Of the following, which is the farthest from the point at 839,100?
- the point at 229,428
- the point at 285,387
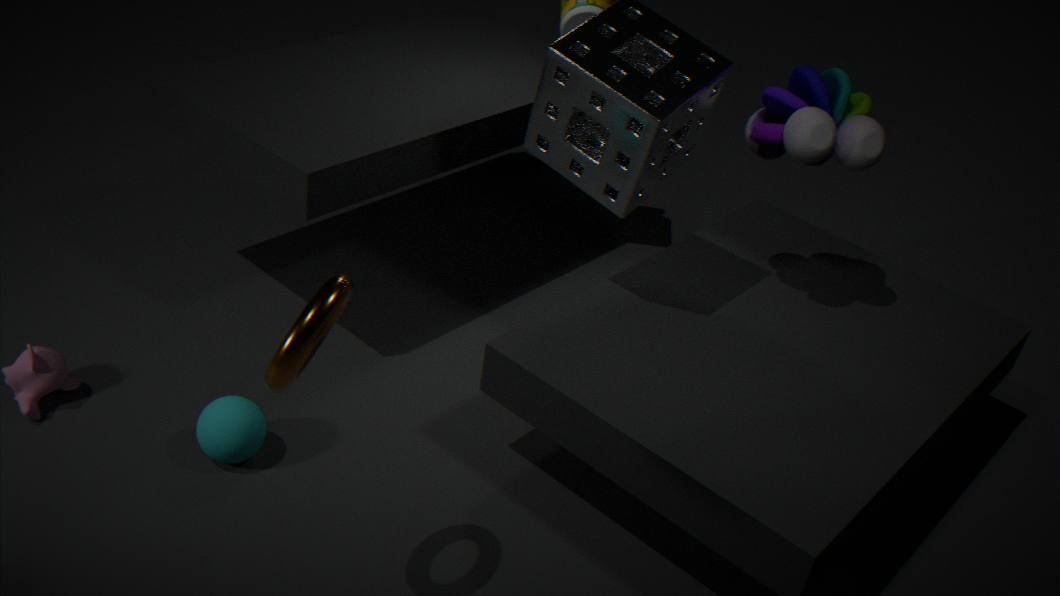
the point at 229,428
